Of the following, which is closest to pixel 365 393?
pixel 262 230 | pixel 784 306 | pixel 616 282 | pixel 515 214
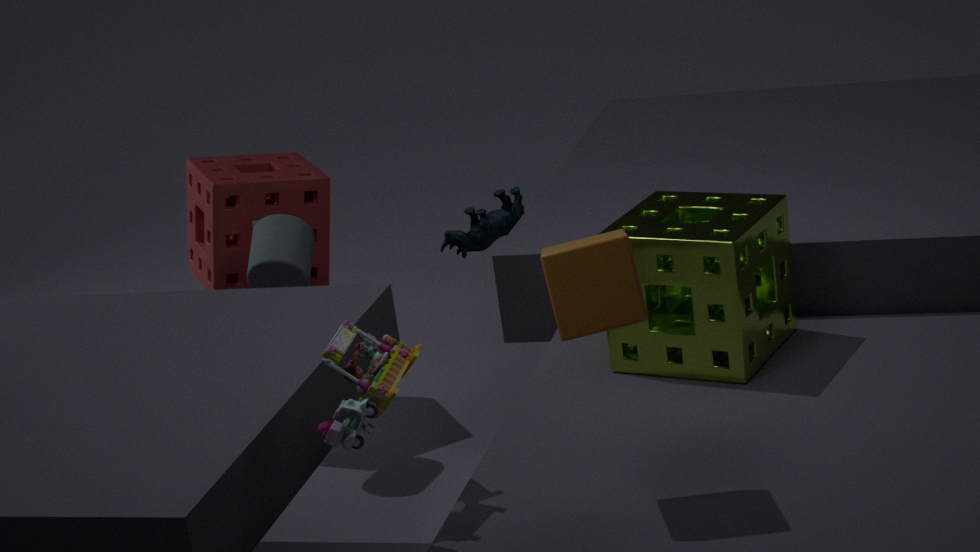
pixel 616 282
